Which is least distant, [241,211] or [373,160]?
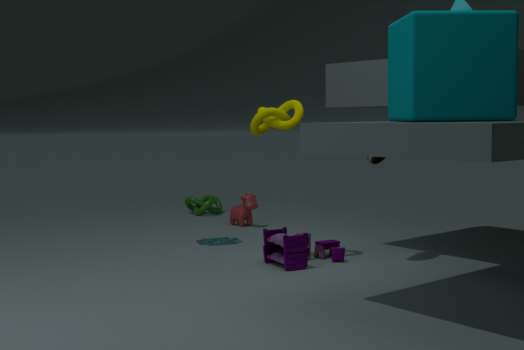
[373,160]
